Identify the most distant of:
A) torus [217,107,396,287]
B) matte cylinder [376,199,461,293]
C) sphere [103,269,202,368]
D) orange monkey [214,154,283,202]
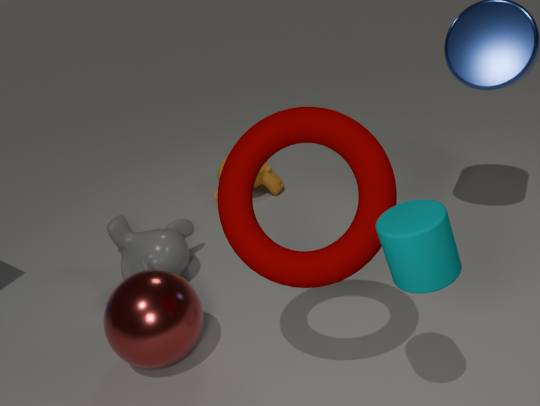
orange monkey [214,154,283,202]
